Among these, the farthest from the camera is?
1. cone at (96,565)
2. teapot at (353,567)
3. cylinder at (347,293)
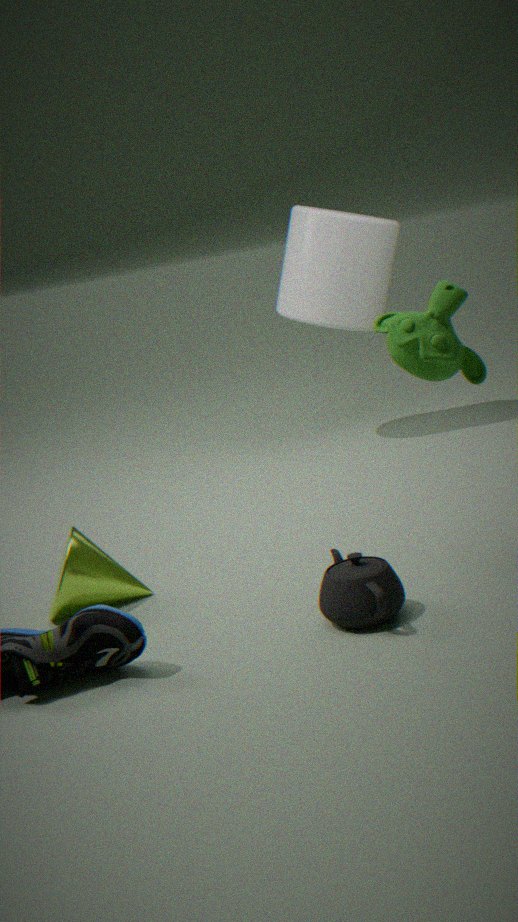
cylinder at (347,293)
